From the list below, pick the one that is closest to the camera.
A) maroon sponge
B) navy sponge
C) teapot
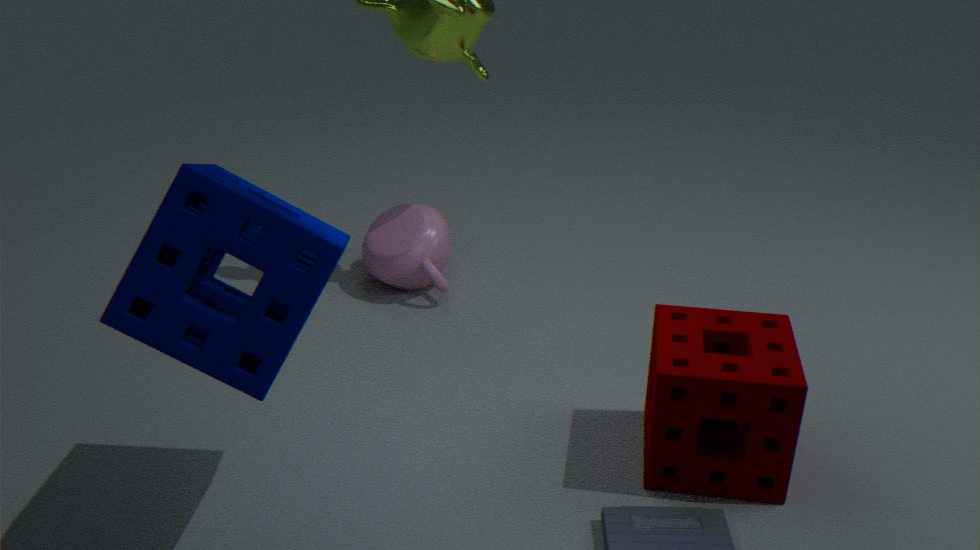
B. navy sponge
